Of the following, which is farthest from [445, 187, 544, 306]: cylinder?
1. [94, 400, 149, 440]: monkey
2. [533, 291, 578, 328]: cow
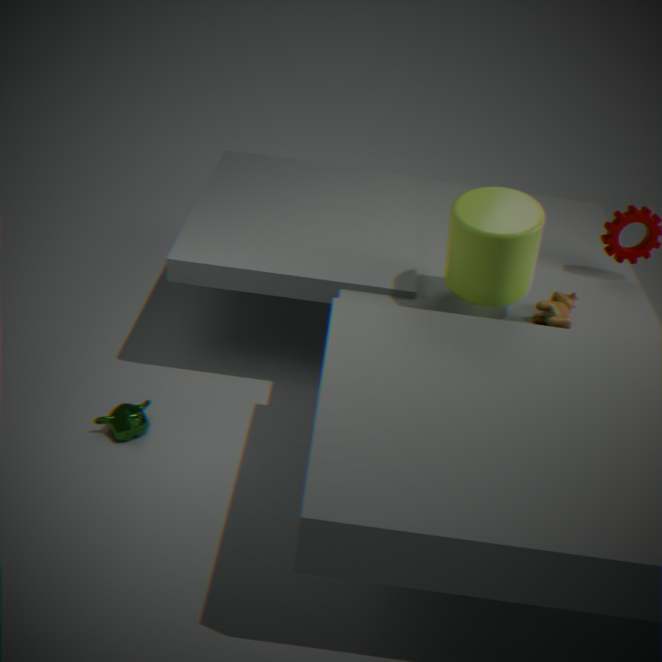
[94, 400, 149, 440]: monkey
